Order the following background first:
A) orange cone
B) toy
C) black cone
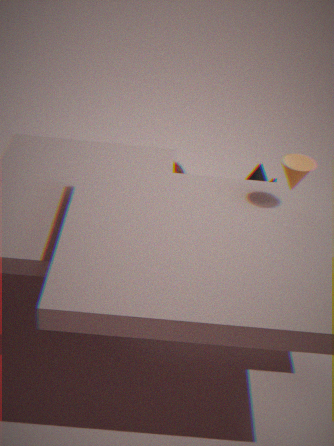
black cone < toy < orange cone
